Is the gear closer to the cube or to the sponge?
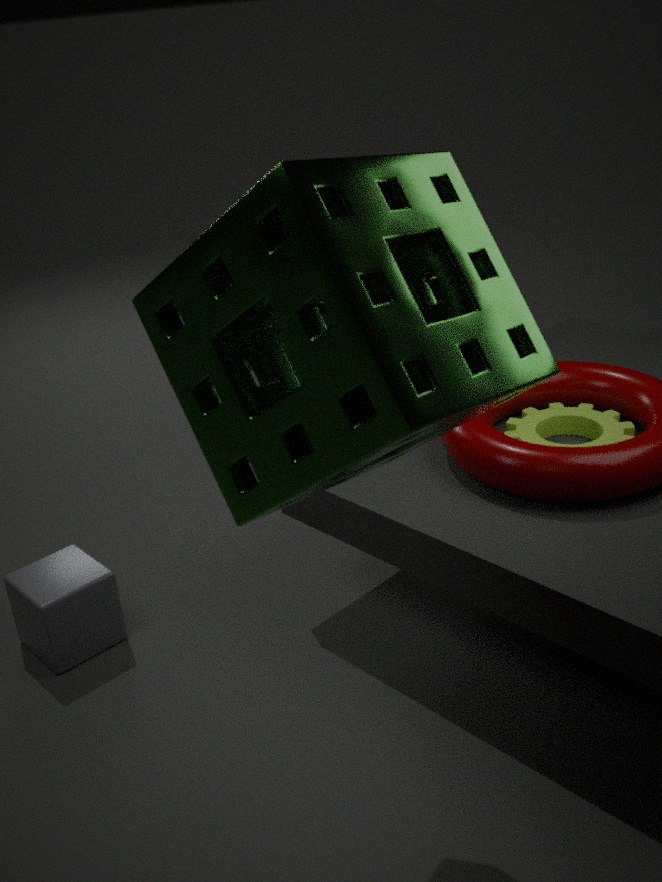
the sponge
